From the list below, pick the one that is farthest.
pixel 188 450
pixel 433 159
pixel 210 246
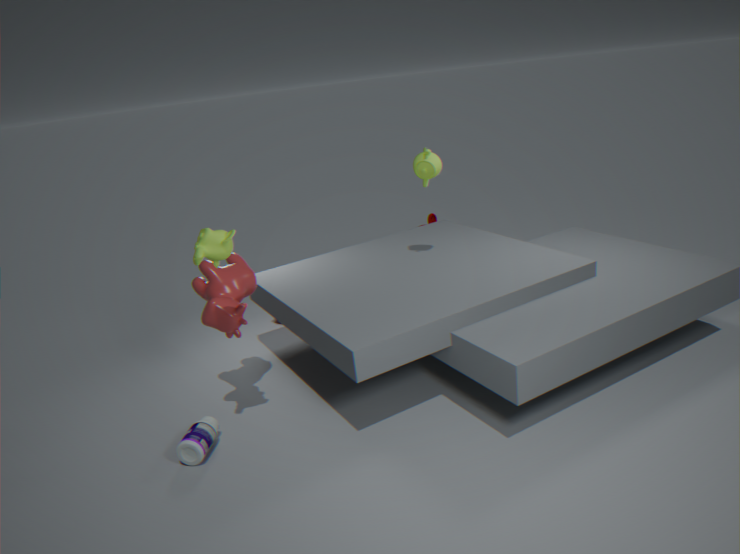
pixel 433 159
